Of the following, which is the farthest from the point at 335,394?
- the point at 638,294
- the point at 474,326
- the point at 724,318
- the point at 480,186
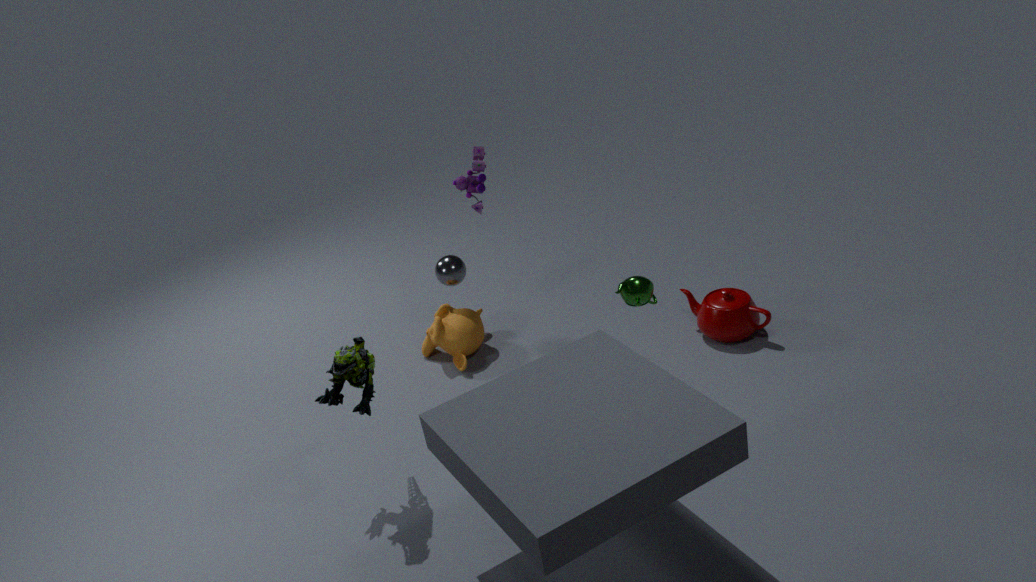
the point at 724,318
